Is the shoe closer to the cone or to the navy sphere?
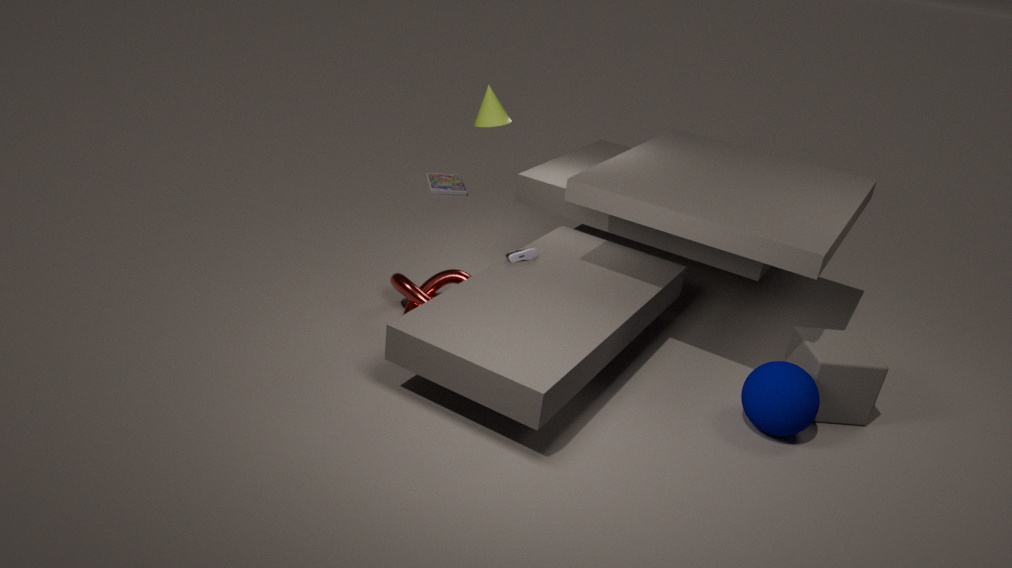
the cone
